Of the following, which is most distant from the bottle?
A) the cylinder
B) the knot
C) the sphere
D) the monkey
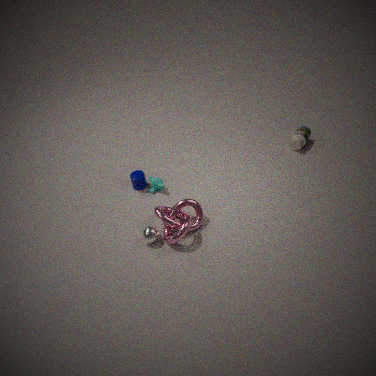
the sphere
